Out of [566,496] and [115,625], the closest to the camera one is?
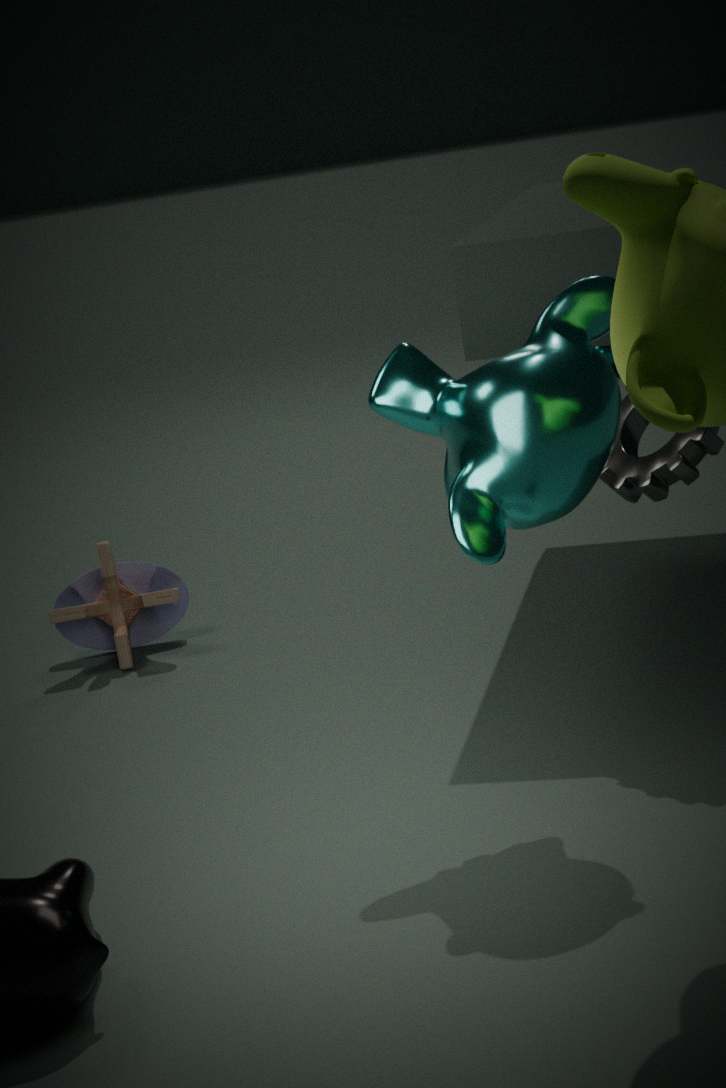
[566,496]
